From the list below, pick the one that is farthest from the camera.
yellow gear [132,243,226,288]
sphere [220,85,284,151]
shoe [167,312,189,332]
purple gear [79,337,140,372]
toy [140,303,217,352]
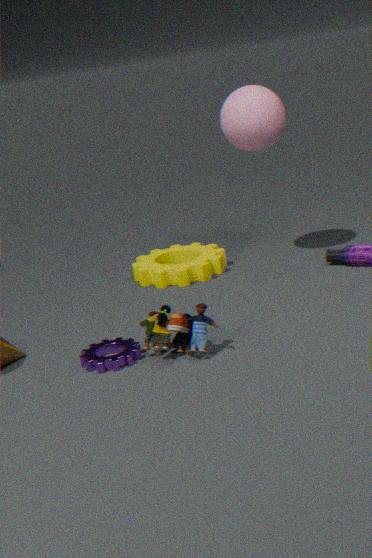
yellow gear [132,243,226,288]
